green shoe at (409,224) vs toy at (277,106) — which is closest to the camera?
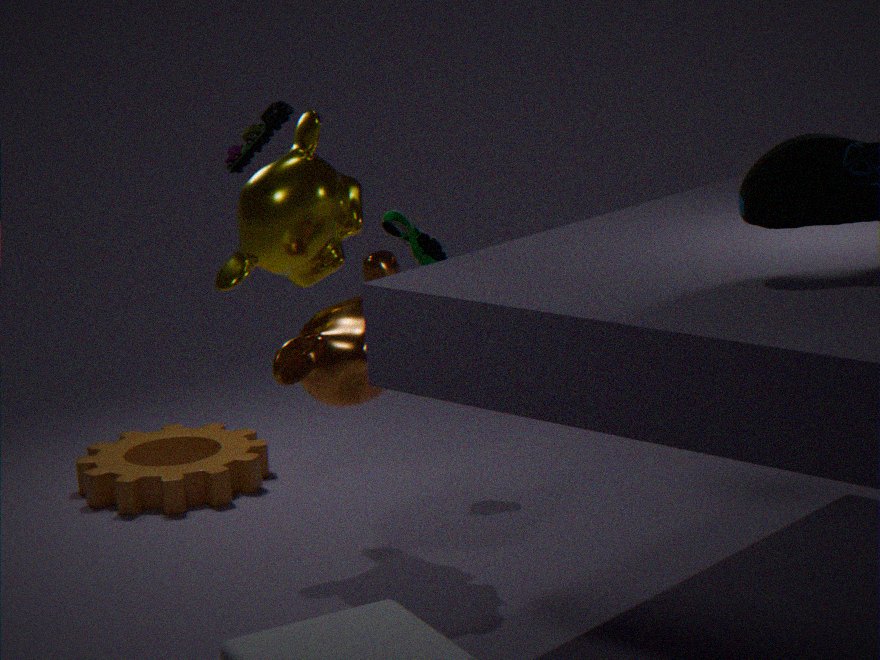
toy at (277,106)
